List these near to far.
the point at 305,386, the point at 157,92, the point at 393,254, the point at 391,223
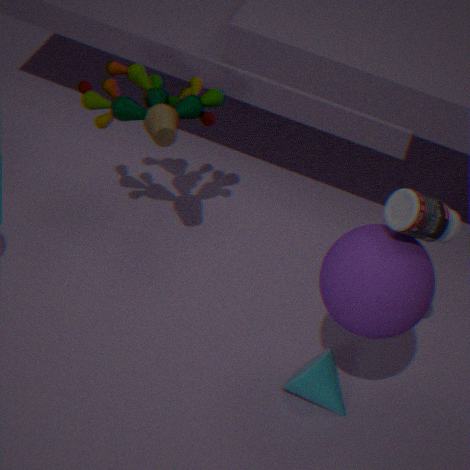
the point at 391,223 < the point at 393,254 < the point at 305,386 < the point at 157,92
